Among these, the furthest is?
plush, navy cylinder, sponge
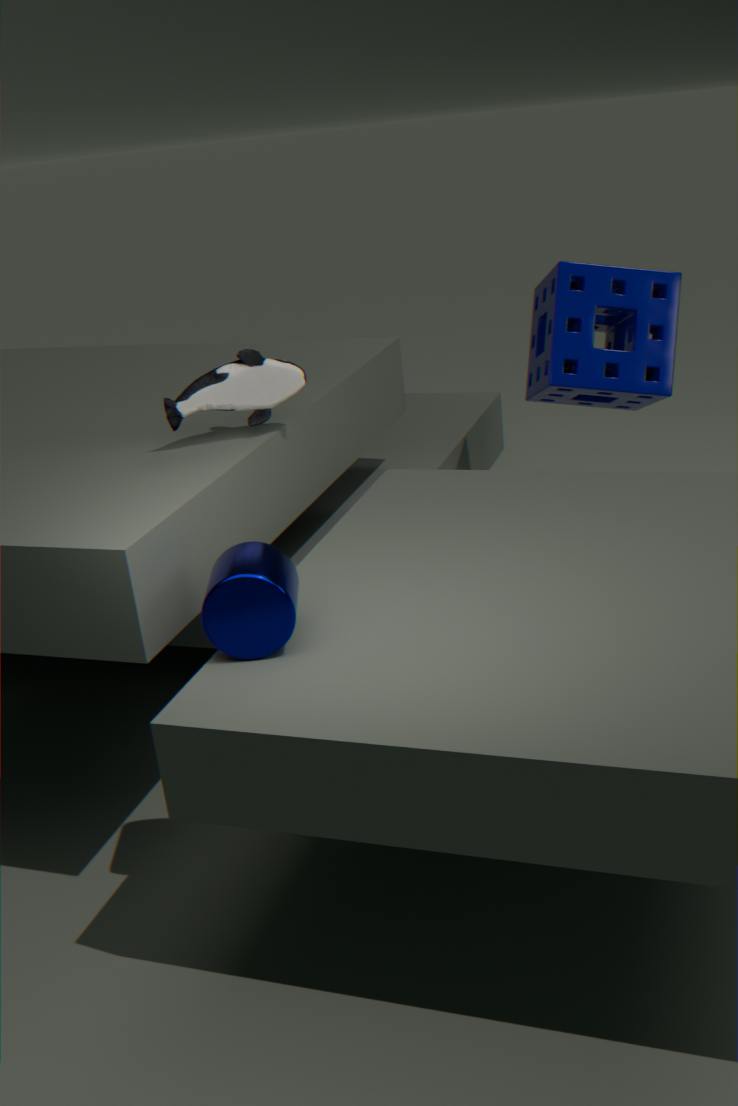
sponge
